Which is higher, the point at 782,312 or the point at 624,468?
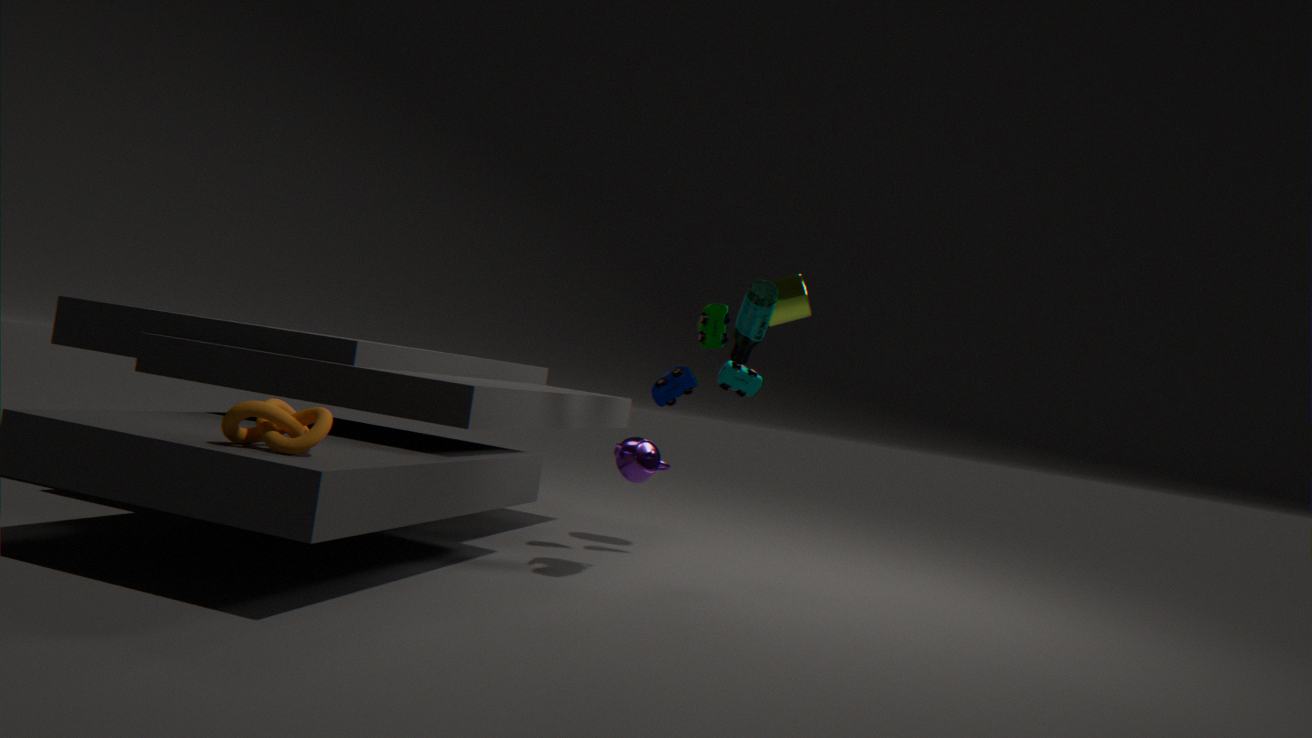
the point at 782,312
